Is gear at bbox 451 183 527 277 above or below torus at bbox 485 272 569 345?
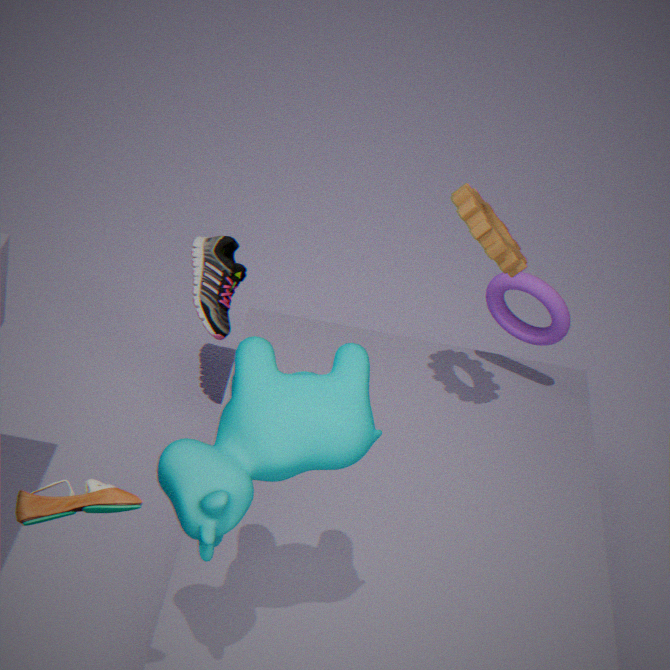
above
